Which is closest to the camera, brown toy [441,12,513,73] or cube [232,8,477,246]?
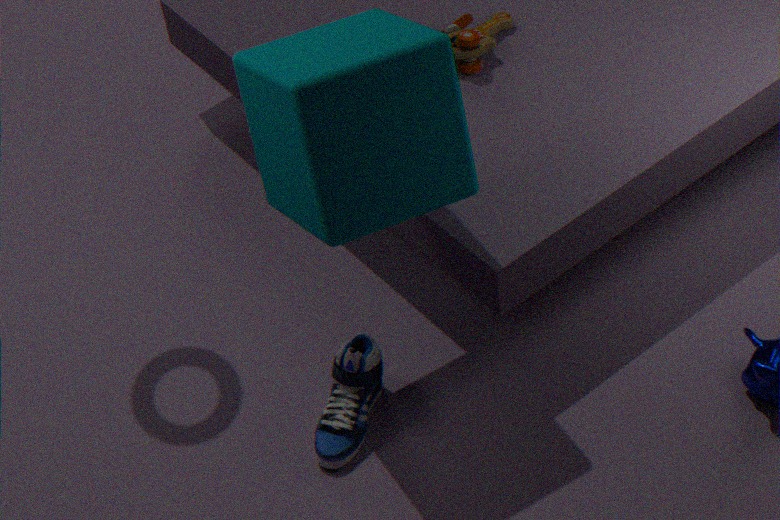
cube [232,8,477,246]
